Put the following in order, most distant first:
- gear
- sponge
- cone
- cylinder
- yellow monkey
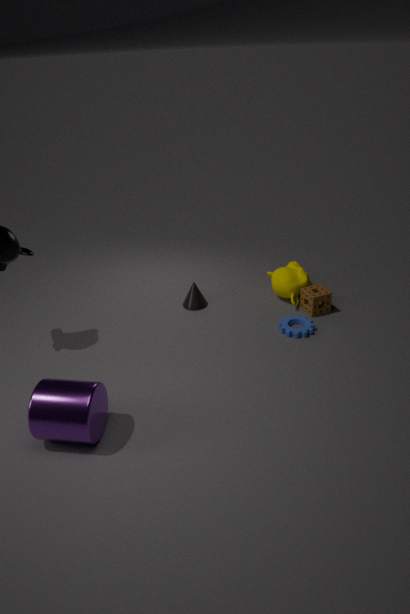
cone < yellow monkey < sponge < gear < cylinder
